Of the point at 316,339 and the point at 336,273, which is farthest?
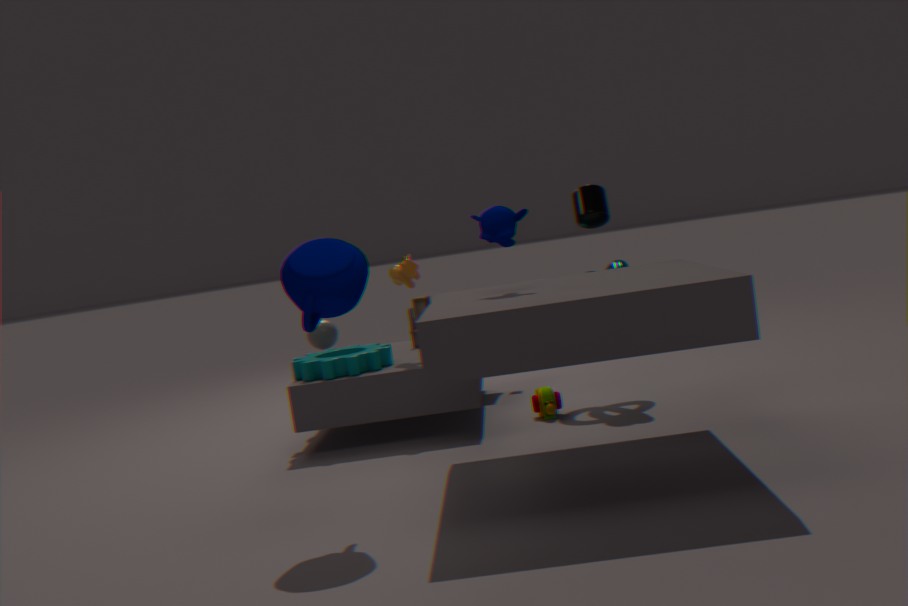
the point at 316,339
